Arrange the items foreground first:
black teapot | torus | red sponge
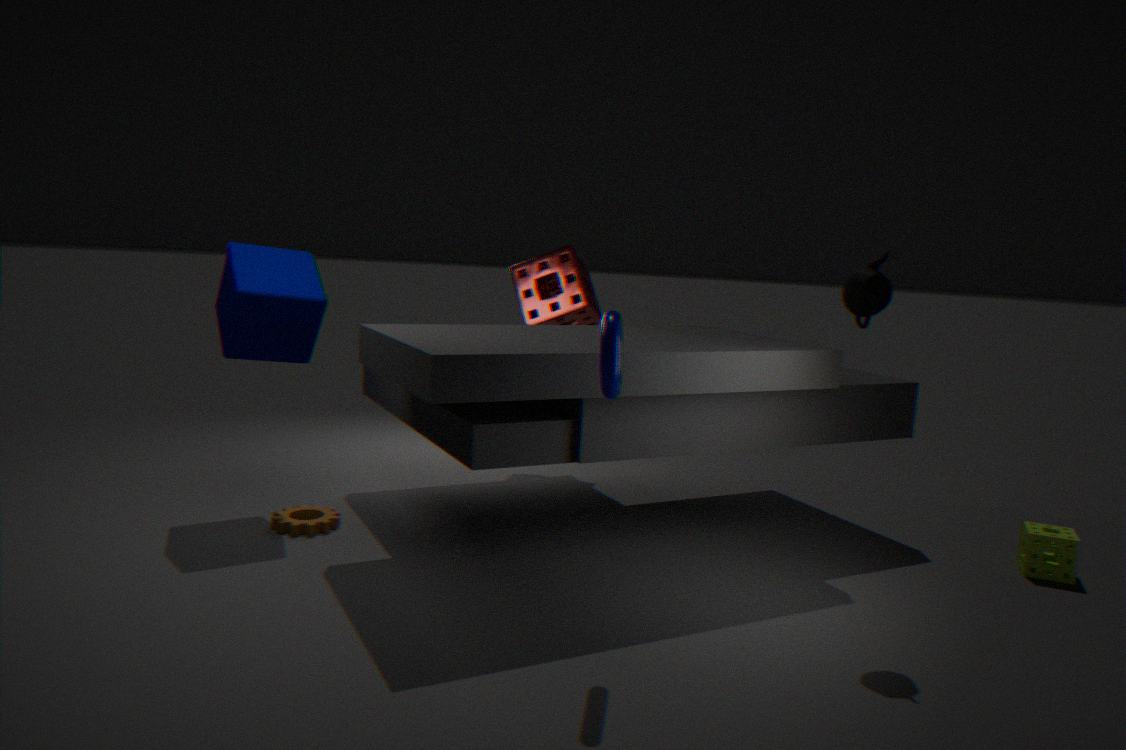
torus → black teapot → red sponge
